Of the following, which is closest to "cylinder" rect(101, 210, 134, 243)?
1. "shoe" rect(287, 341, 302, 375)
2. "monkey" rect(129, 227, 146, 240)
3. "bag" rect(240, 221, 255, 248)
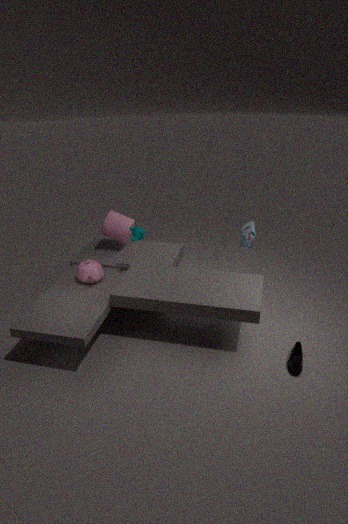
"monkey" rect(129, 227, 146, 240)
